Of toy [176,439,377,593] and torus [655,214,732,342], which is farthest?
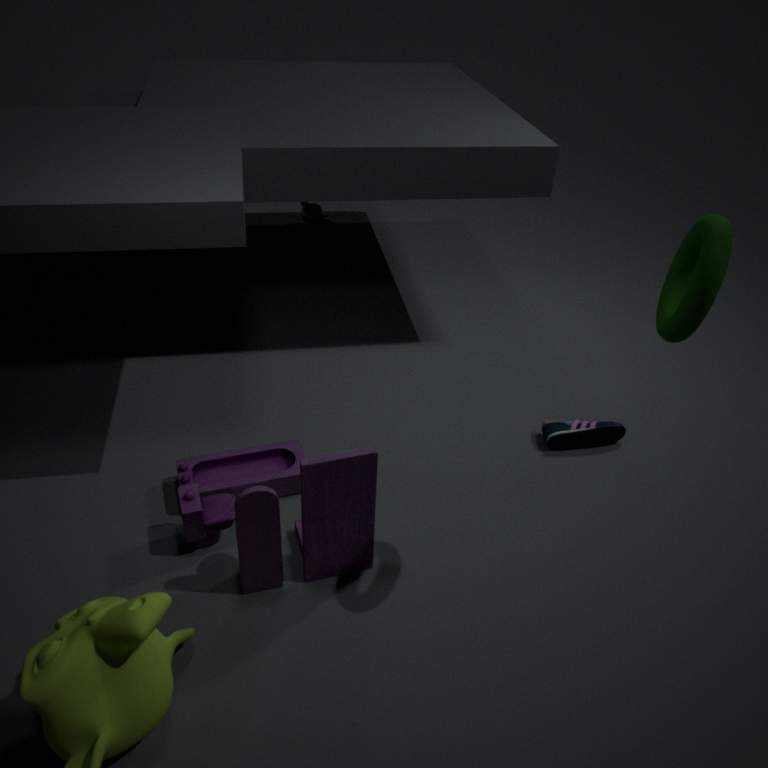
toy [176,439,377,593]
